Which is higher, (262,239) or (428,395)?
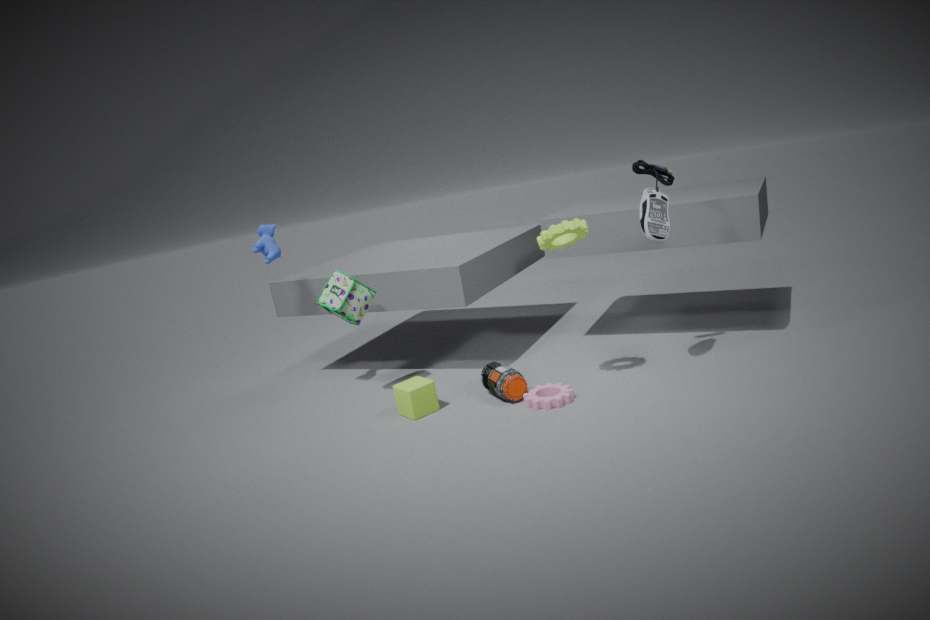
(262,239)
